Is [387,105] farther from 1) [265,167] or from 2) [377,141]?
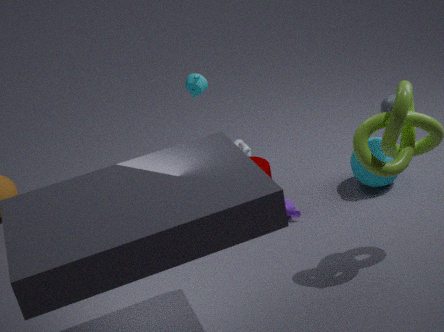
1) [265,167]
